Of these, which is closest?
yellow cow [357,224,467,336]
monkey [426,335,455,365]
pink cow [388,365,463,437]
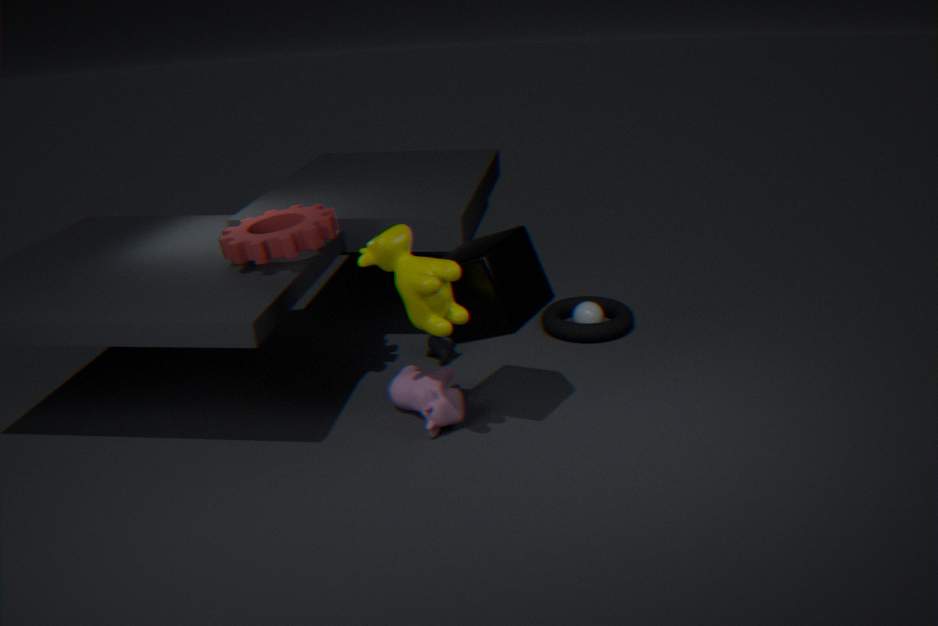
yellow cow [357,224,467,336]
